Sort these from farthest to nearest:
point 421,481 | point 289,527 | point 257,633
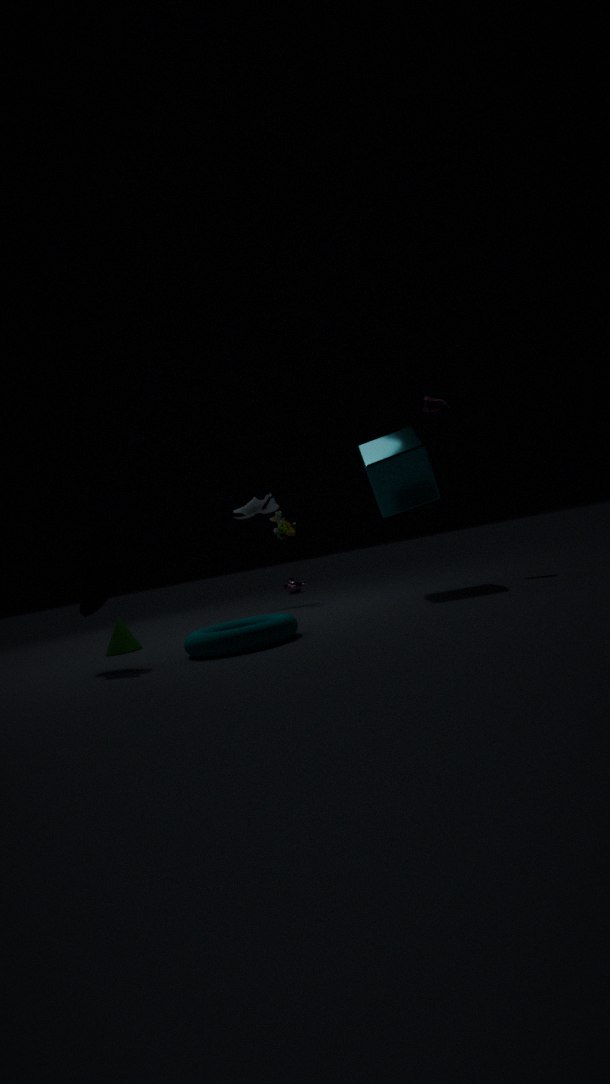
point 289,527 → point 421,481 → point 257,633
